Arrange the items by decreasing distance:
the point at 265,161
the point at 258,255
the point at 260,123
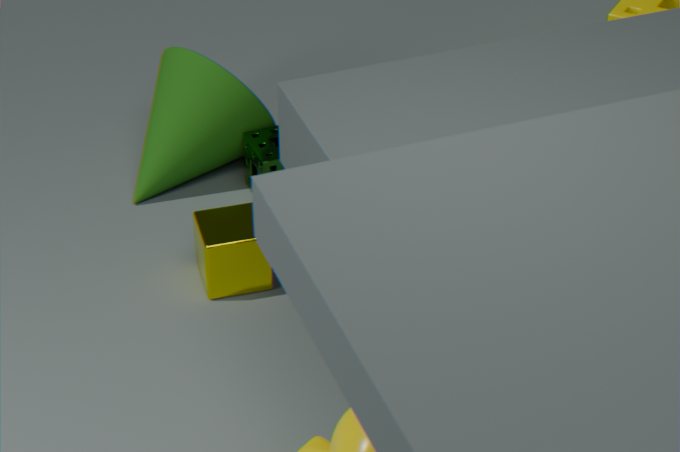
1. the point at 260,123
2. the point at 265,161
3. the point at 258,255
